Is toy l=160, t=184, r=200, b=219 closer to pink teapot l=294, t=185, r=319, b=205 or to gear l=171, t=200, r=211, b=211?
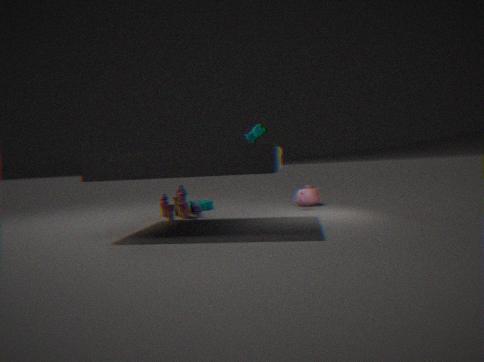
gear l=171, t=200, r=211, b=211
